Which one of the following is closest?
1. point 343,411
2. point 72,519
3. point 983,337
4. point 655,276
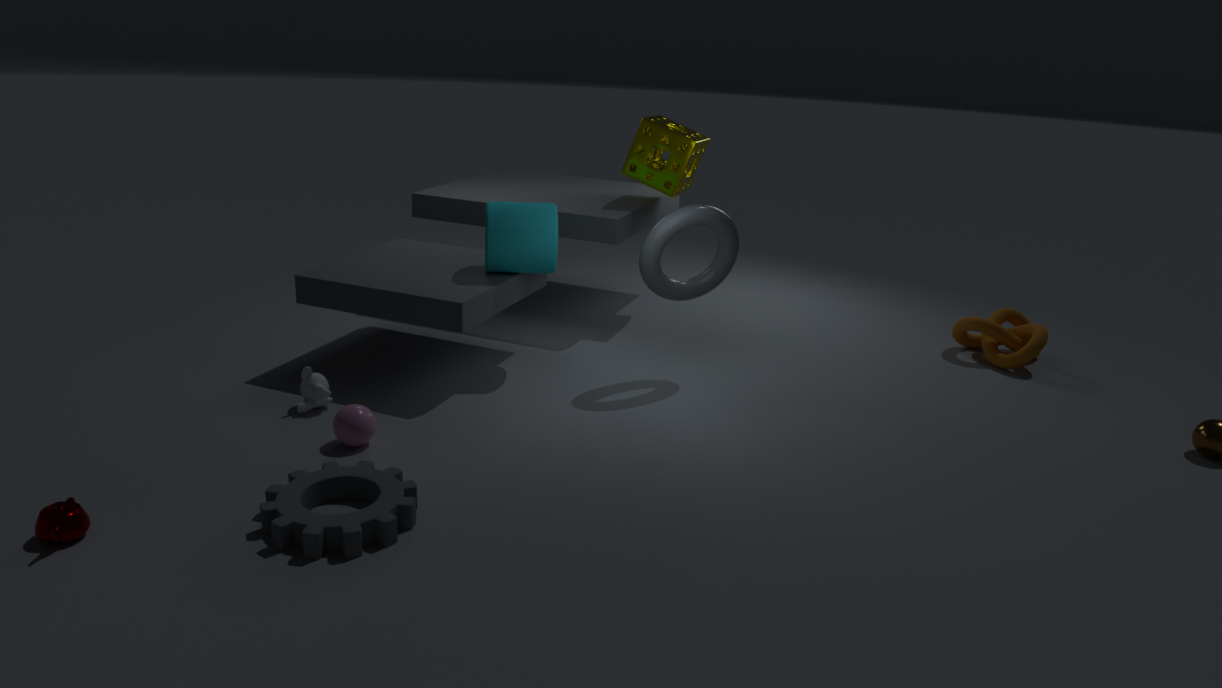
point 72,519
